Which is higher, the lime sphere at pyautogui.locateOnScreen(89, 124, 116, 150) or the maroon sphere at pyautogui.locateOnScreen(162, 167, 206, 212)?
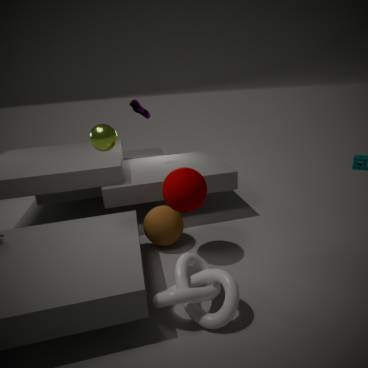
the lime sphere at pyautogui.locateOnScreen(89, 124, 116, 150)
